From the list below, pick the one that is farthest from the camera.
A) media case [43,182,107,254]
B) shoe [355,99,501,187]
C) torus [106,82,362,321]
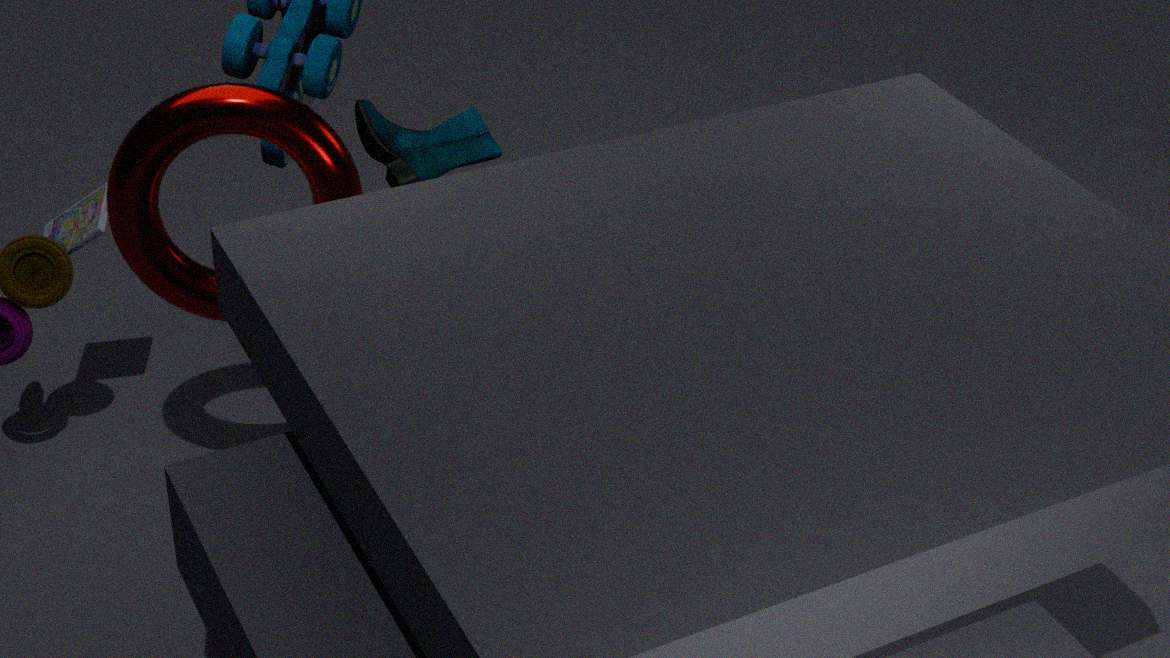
shoe [355,99,501,187]
